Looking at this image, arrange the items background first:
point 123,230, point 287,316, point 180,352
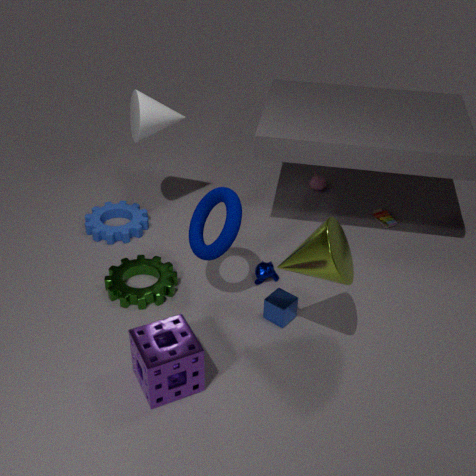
point 123,230 → point 287,316 → point 180,352
